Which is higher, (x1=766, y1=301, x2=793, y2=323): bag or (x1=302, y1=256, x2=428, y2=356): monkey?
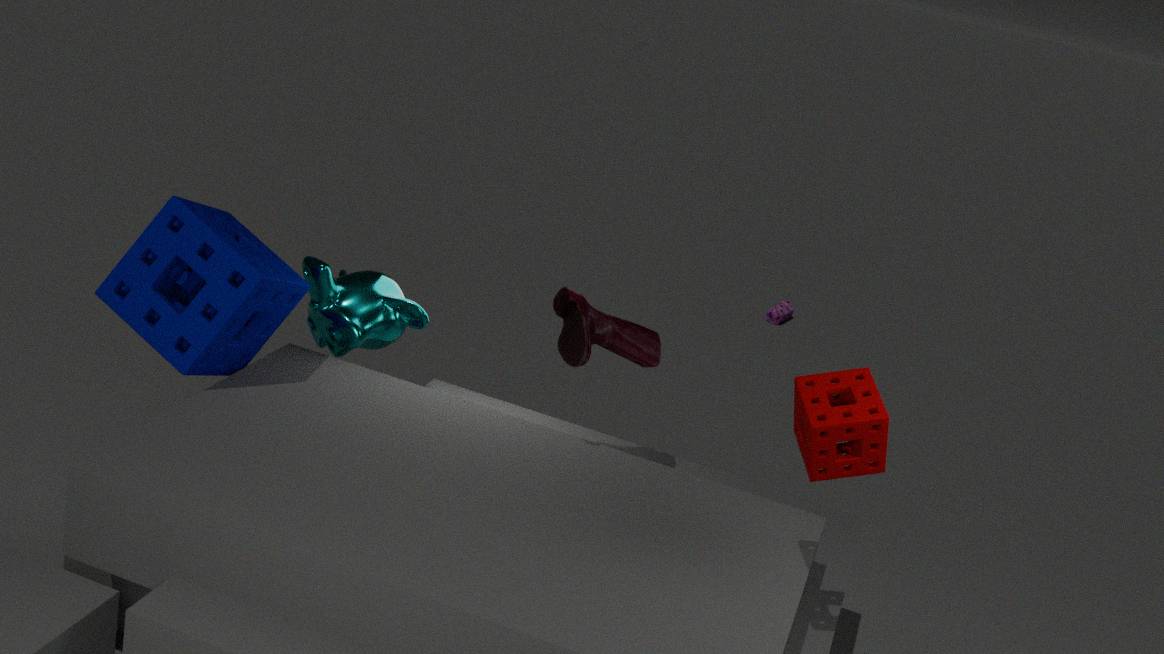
(x1=302, y1=256, x2=428, y2=356): monkey
